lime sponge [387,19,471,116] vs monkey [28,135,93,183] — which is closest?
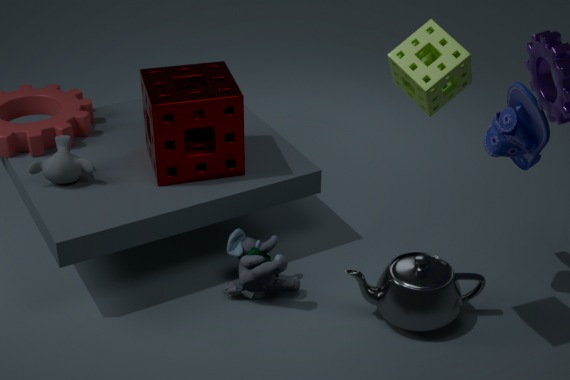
lime sponge [387,19,471,116]
